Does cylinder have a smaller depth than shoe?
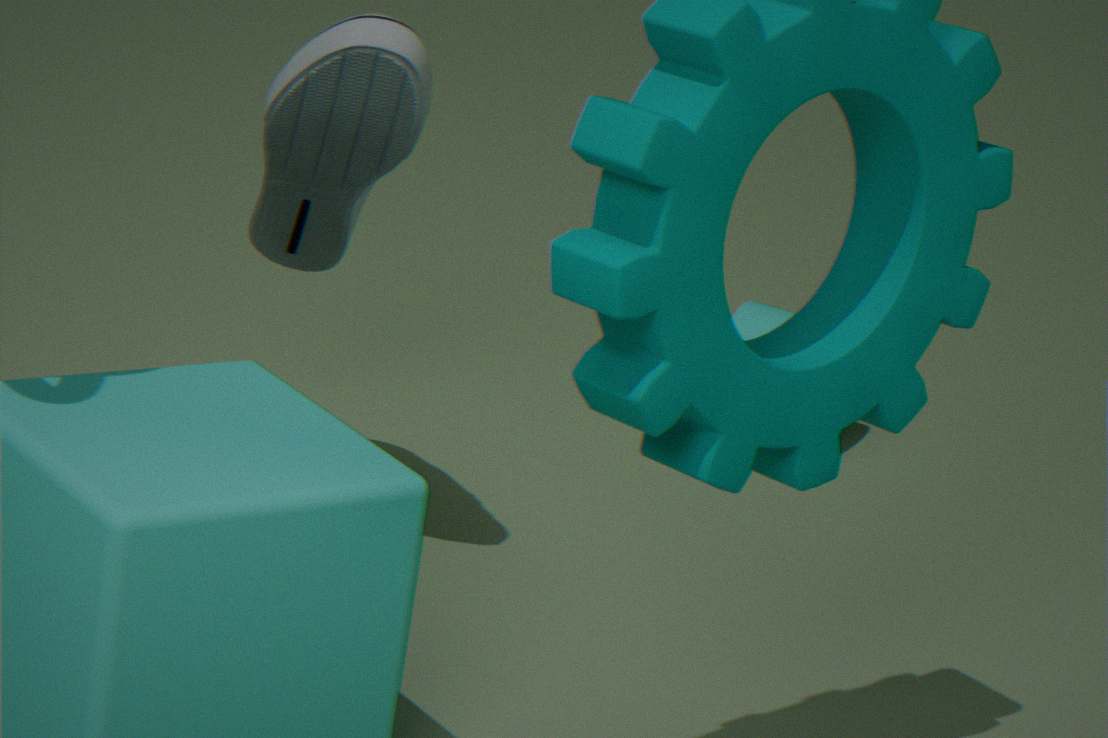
No
